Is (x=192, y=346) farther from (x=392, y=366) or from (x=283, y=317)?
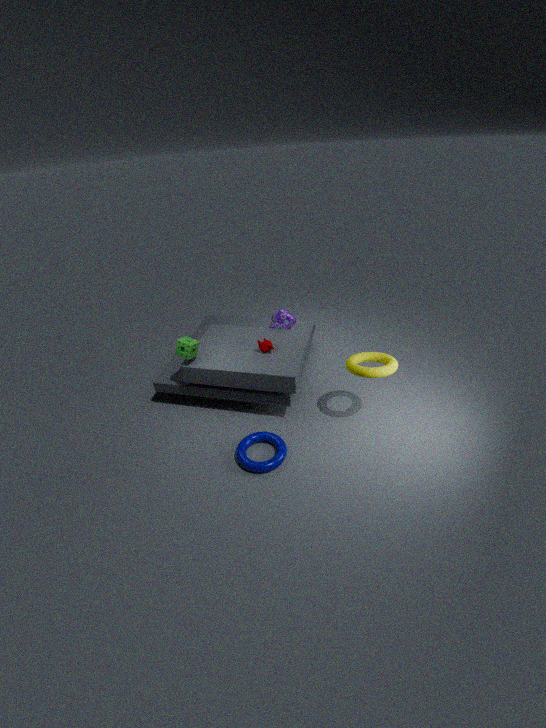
(x=392, y=366)
